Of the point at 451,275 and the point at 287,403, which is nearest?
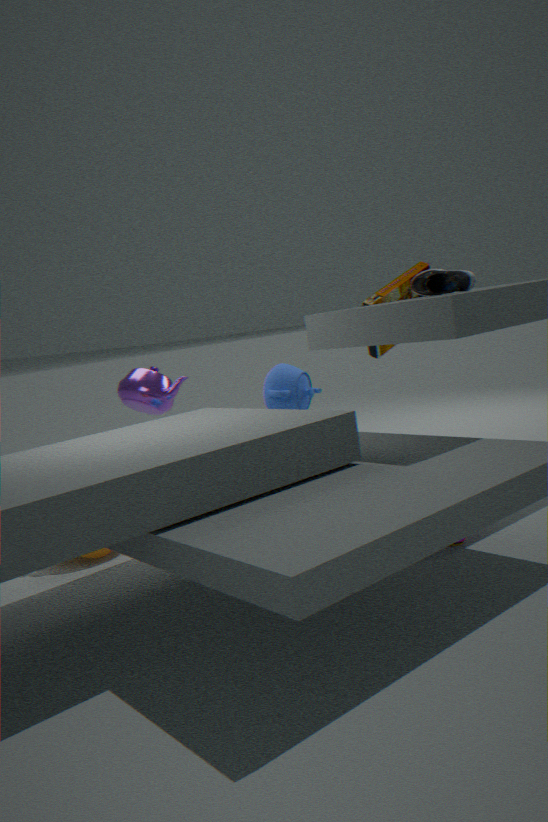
the point at 451,275
